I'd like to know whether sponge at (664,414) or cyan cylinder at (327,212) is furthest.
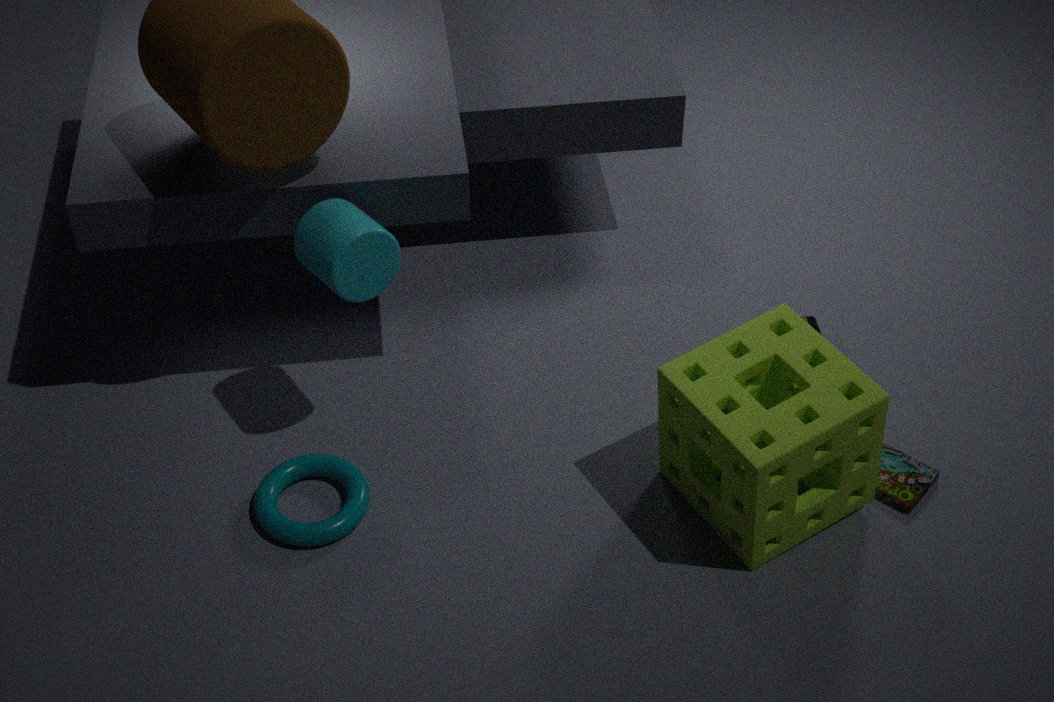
cyan cylinder at (327,212)
